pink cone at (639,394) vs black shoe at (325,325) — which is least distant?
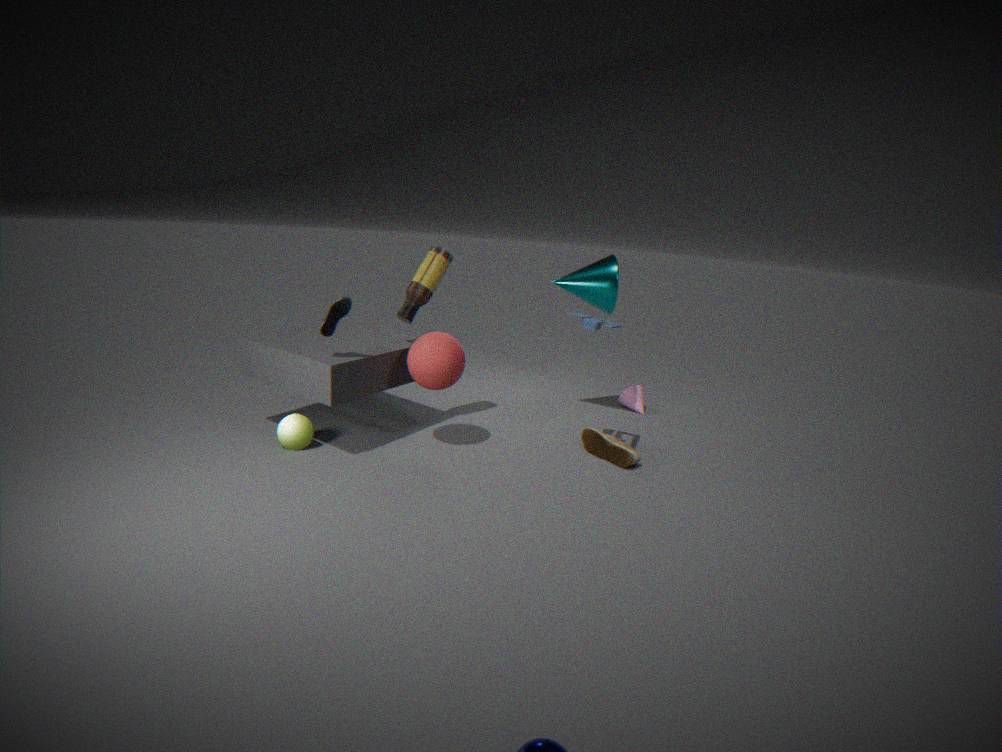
black shoe at (325,325)
